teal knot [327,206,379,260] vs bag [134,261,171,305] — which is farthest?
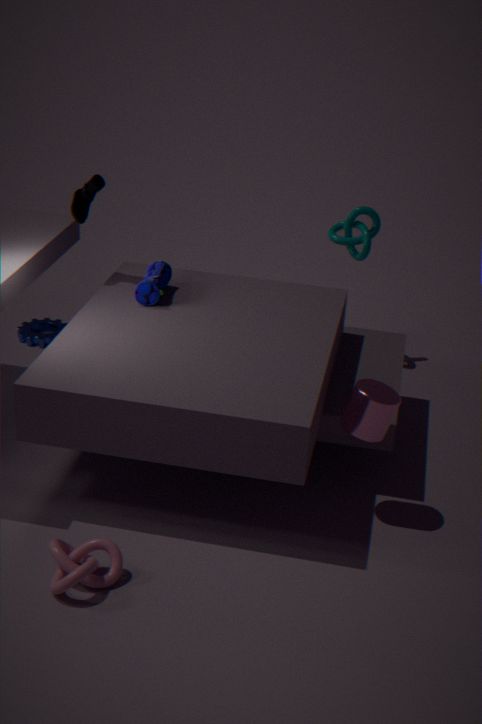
teal knot [327,206,379,260]
